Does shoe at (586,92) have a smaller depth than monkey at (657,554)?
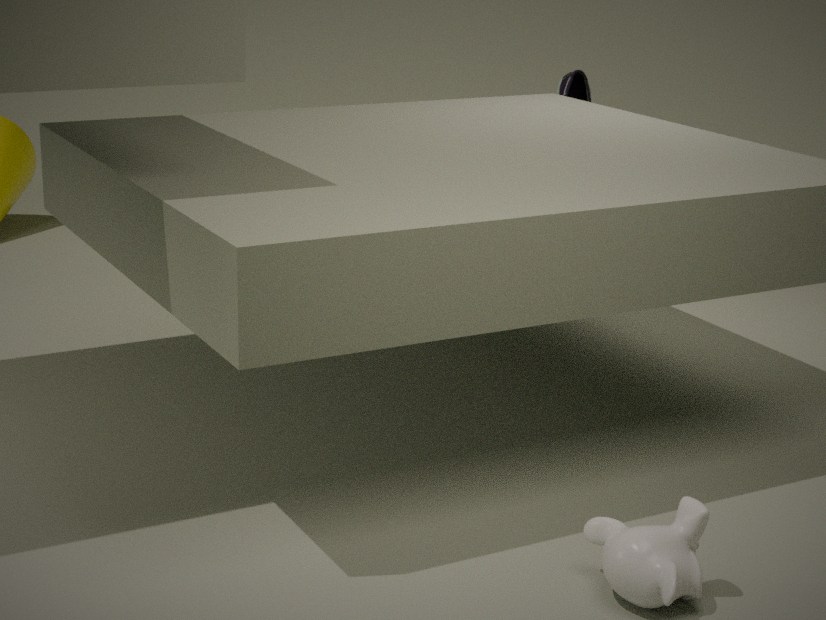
No
